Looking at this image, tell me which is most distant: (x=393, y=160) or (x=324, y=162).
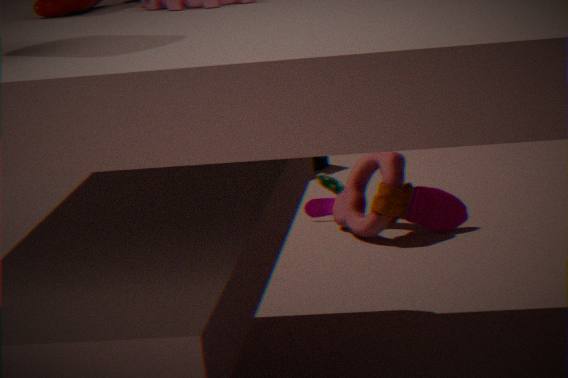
(x=324, y=162)
